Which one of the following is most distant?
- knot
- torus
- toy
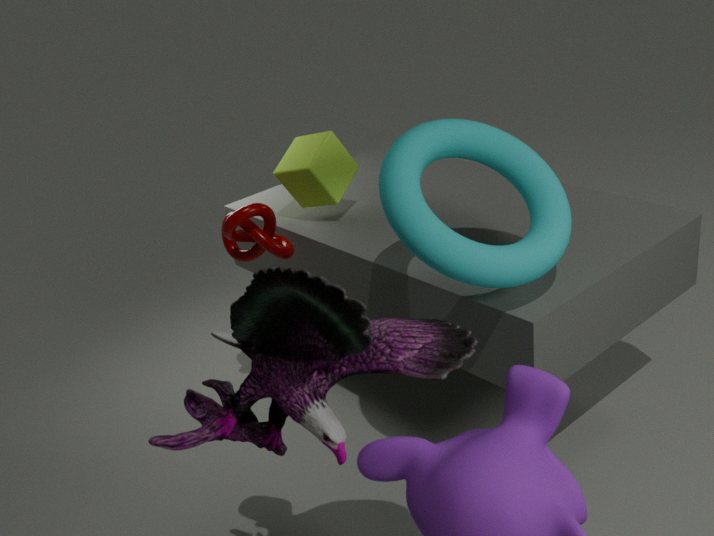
knot
